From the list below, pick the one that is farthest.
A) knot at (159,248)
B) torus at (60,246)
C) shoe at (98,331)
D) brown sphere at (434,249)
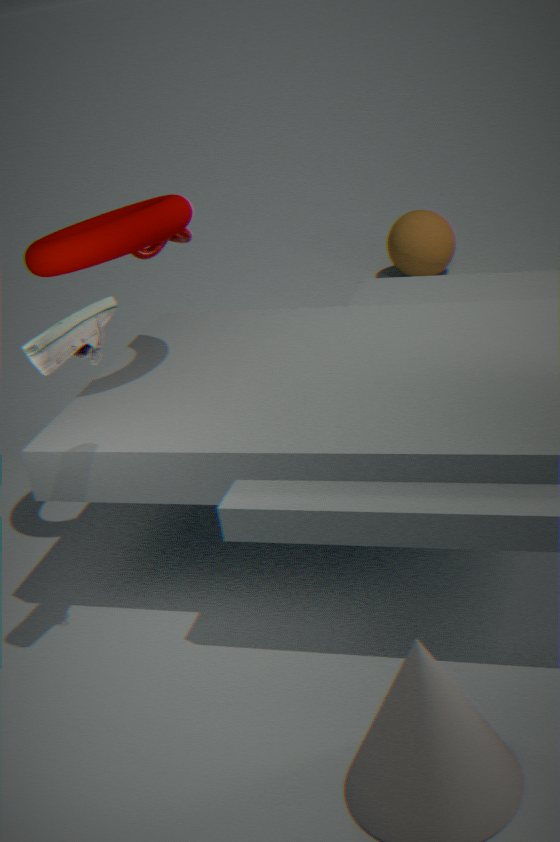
brown sphere at (434,249)
